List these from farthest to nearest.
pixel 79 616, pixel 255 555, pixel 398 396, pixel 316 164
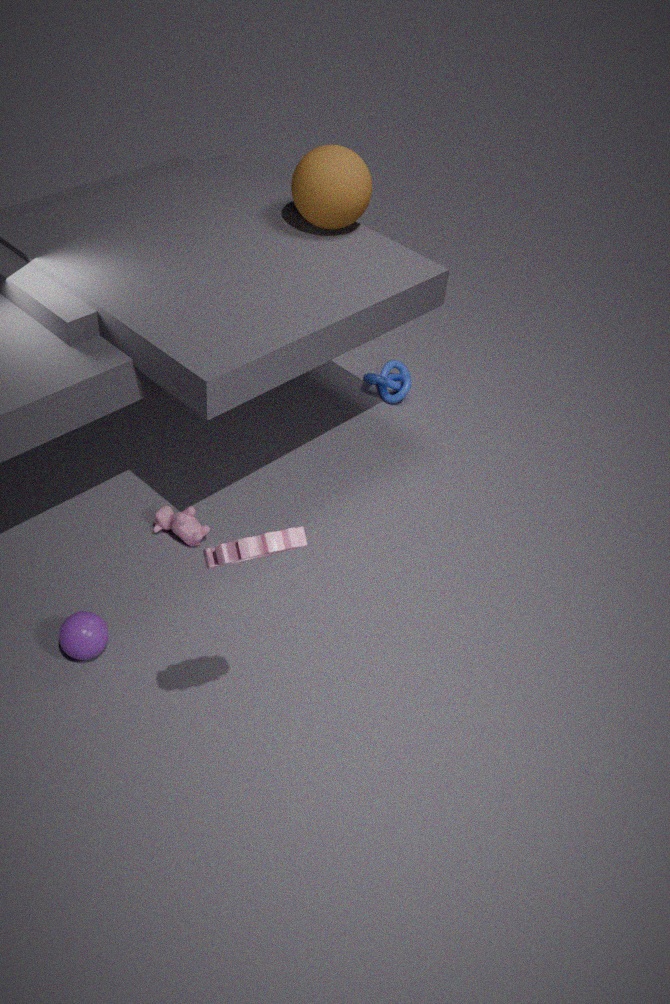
pixel 398 396
pixel 316 164
pixel 79 616
pixel 255 555
